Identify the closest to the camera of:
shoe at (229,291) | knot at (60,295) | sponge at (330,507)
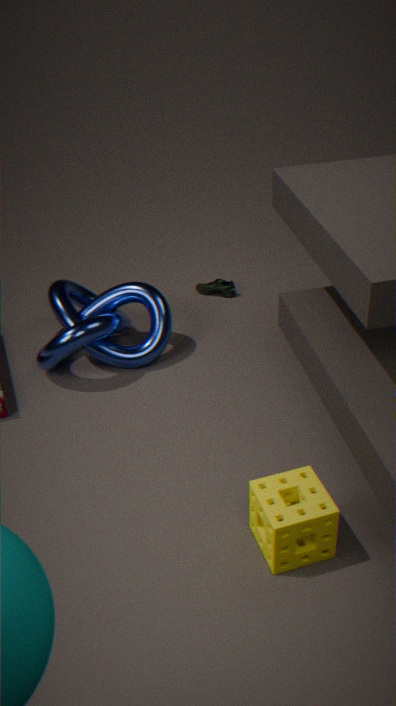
sponge at (330,507)
